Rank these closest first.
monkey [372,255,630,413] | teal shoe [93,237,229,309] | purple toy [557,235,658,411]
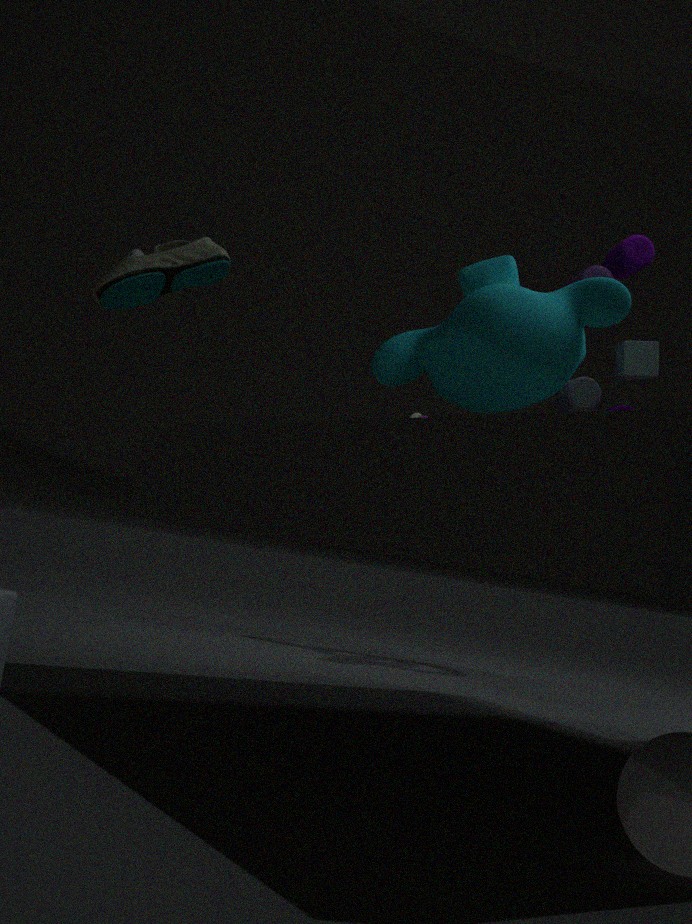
monkey [372,255,630,413]
purple toy [557,235,658,411]
teal shoe [93,237,229,309]
